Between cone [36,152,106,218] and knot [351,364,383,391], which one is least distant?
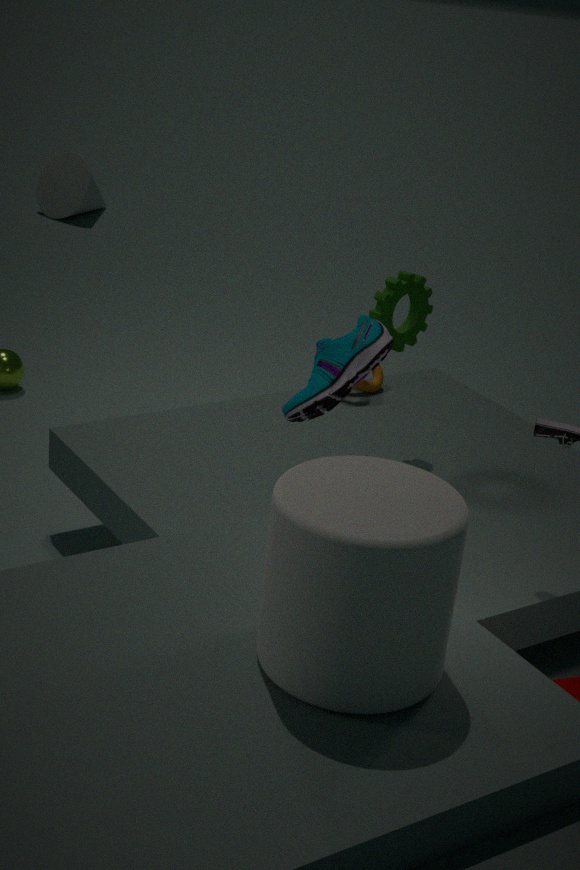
knot [351,364,383,391]
